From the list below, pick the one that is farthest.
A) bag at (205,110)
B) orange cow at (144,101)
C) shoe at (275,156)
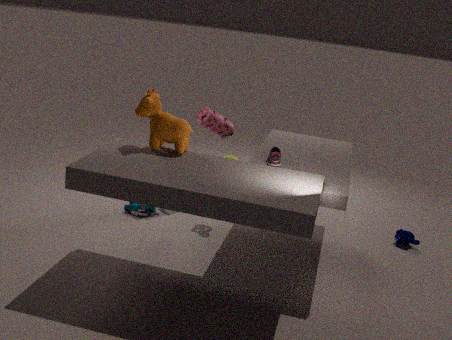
A. bag at (205,110)
